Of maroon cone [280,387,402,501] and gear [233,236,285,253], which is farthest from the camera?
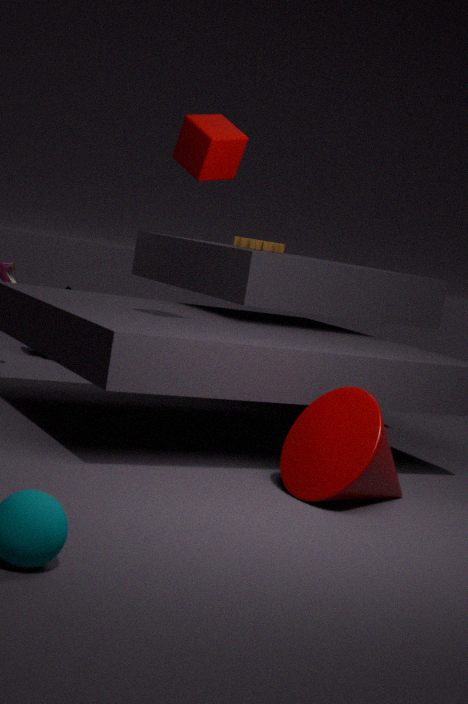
gear [233,236,285,253]
